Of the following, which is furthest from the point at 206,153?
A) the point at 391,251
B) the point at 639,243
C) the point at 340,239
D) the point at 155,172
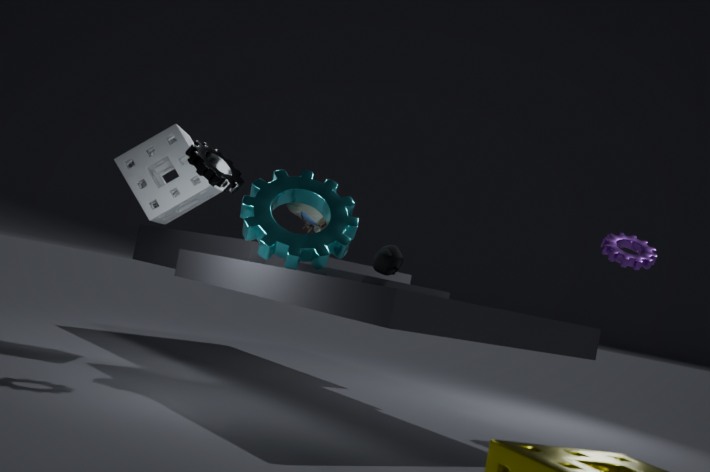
the point at 639,243
